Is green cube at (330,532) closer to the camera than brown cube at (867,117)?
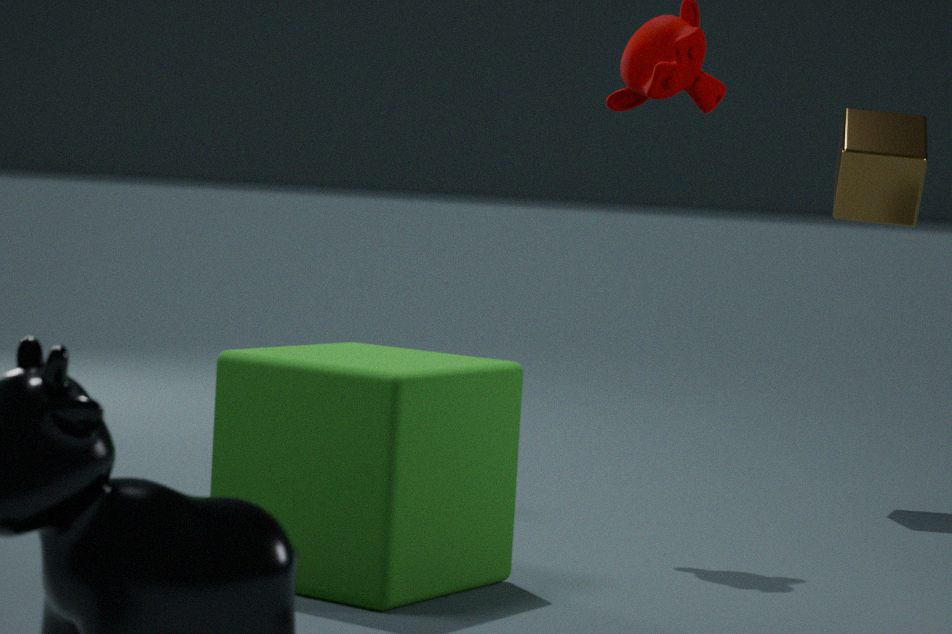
Yes
